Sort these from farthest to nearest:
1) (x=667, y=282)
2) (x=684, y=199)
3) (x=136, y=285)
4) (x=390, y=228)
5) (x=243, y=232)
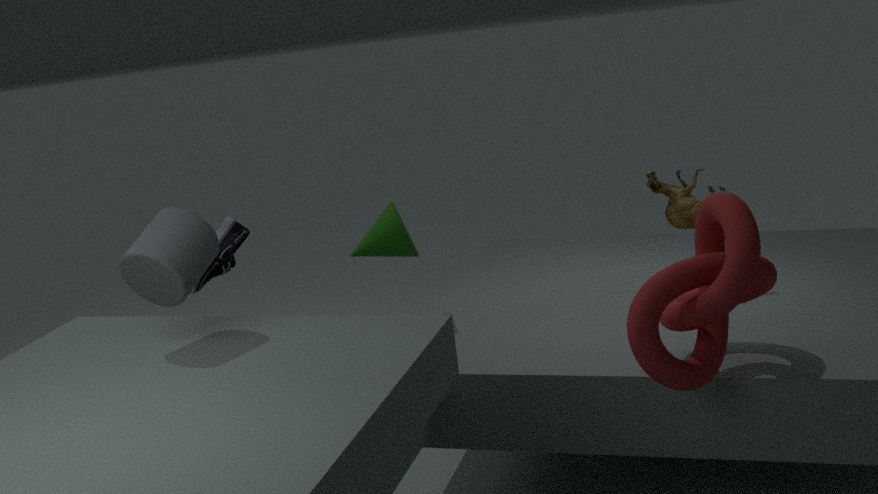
1. 2. (x=684, y=199)
2. 5. (x=243, y=232)
3. 4. (x=390, y=228)
4. 1. (x=667, y=282)
5. 3. (x=136, y=285)
